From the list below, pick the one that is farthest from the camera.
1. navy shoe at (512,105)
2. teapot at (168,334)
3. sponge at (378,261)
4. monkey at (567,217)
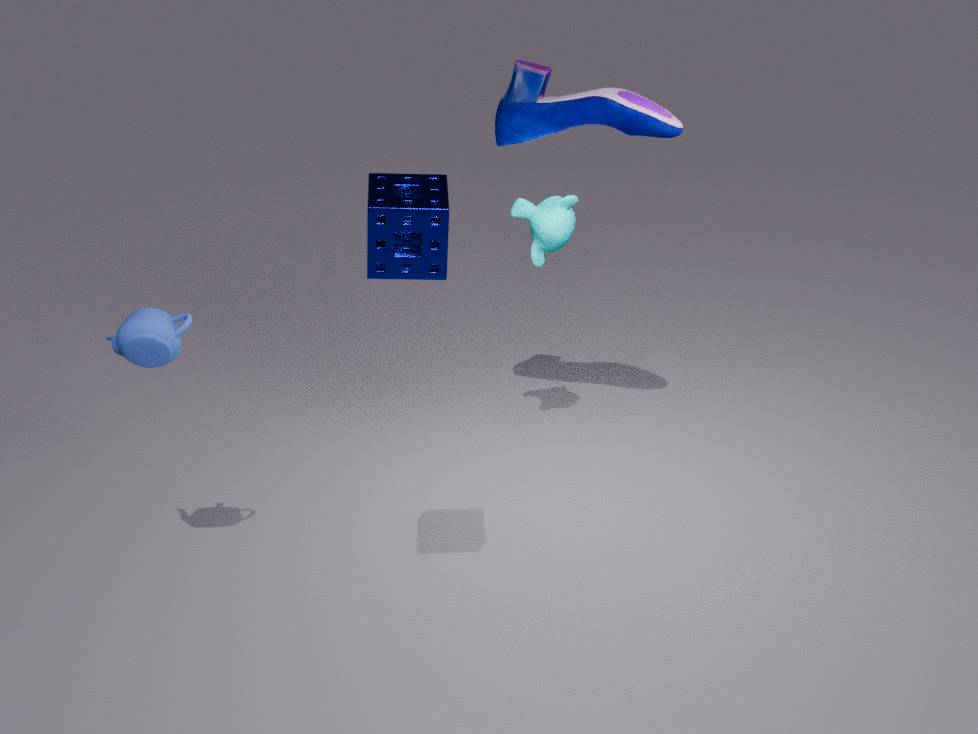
monkey at (567,217)
